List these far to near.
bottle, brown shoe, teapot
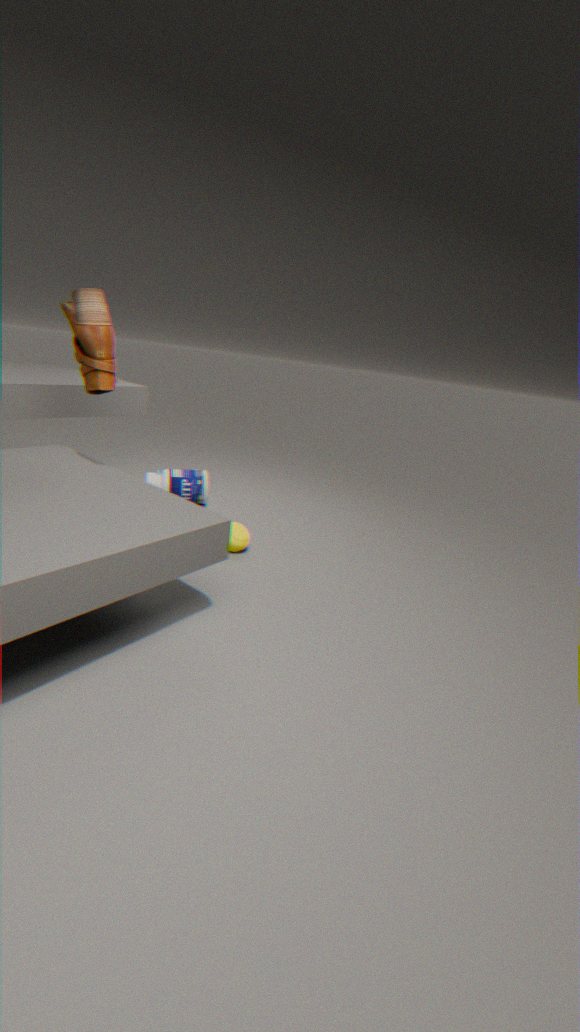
bottle, teapot, brown shoe
